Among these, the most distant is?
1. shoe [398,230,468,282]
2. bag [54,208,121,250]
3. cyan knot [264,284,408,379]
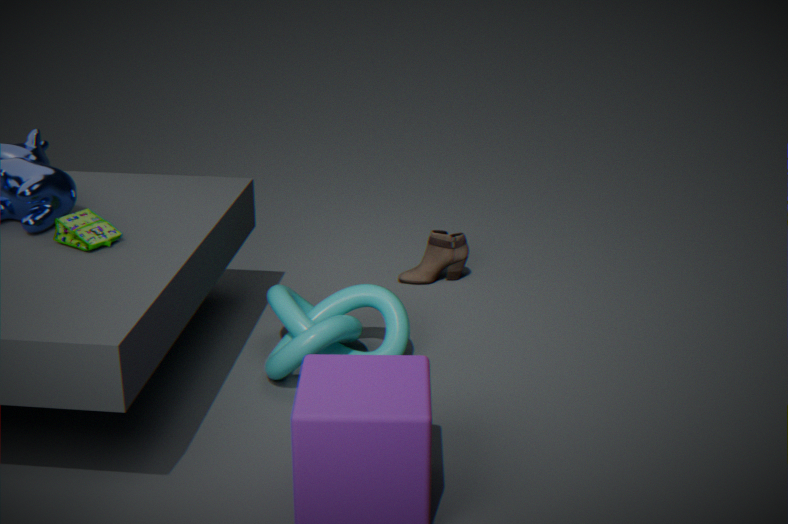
shoe [398,230,468,282]
